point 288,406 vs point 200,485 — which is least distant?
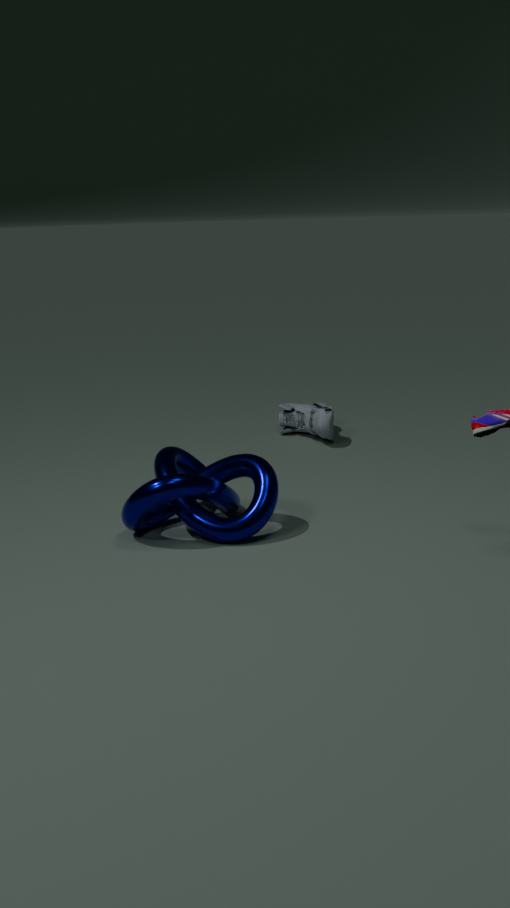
point 200,485
